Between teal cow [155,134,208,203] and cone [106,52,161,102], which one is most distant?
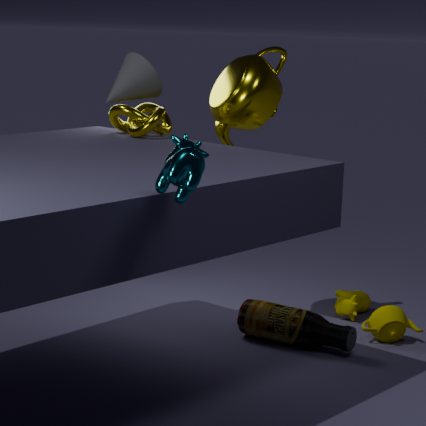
cone [106,52,161,102]
